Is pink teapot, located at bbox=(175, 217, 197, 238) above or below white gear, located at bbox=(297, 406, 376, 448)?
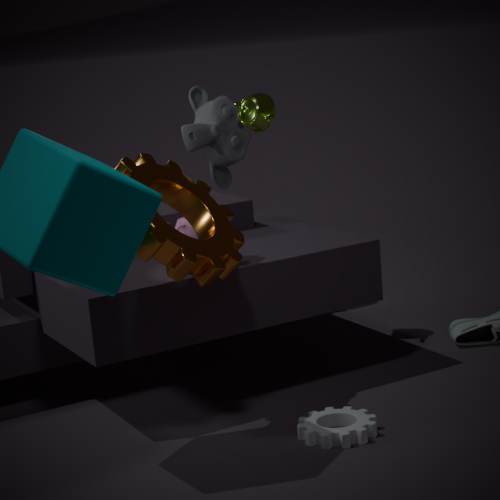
above
